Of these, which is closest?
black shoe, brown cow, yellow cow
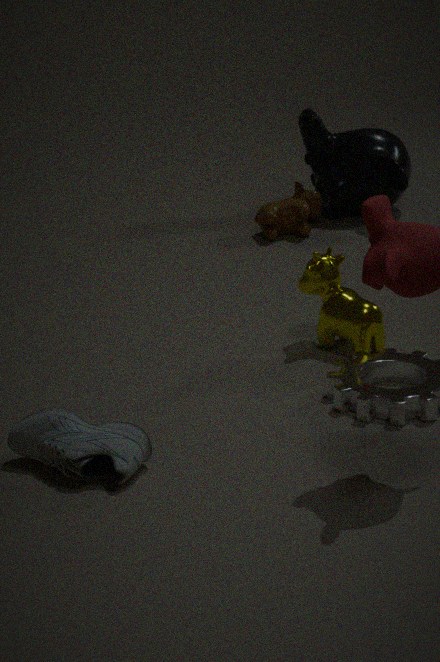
black shoe
